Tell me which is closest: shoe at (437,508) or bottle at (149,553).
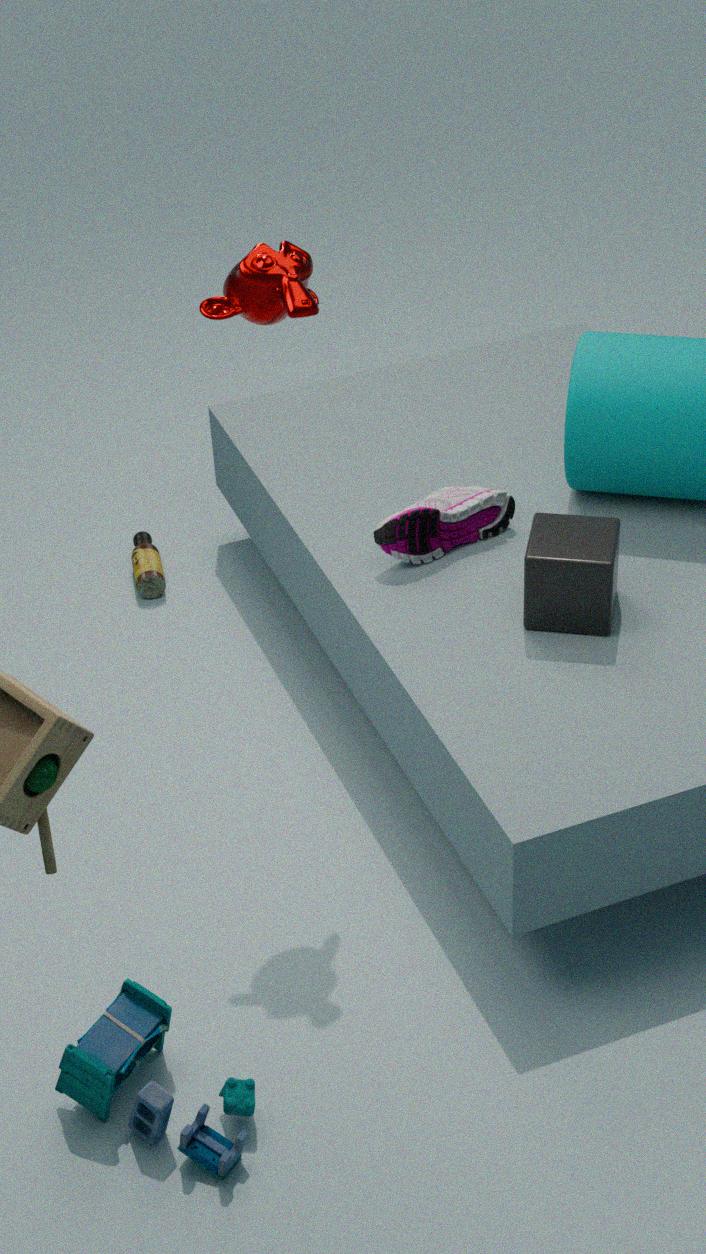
shoe at (437,508)
